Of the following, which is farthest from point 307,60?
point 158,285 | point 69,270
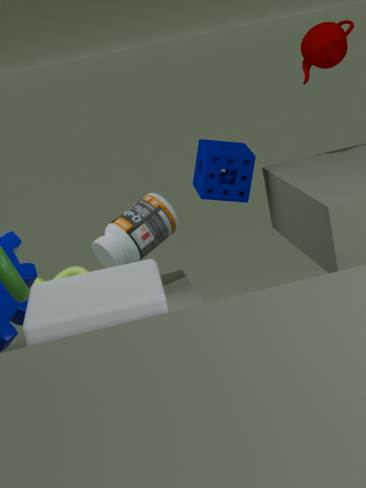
point 158,285
